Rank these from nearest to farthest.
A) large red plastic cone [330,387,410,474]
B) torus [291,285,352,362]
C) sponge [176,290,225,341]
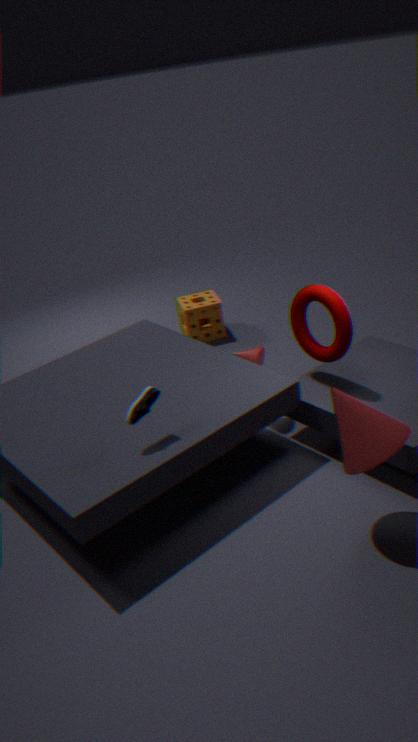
large red plastic cone [330,387,410,474]
torus [291,285,352,362]
sponge [176,290,225,341]
